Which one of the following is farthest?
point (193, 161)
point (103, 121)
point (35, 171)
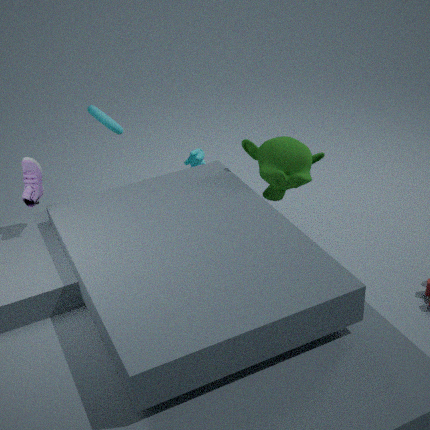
point (193, 161)
